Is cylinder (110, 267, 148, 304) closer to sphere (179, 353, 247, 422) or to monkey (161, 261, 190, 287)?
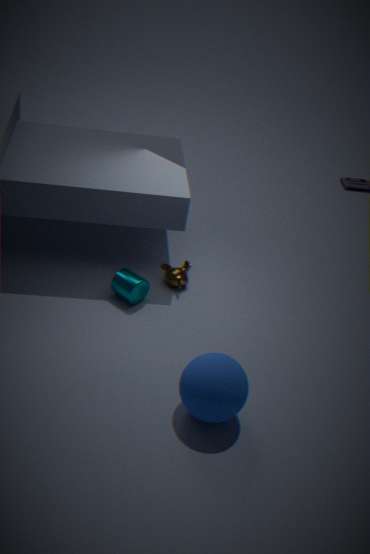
monkey (161, 261, 190, 287)
